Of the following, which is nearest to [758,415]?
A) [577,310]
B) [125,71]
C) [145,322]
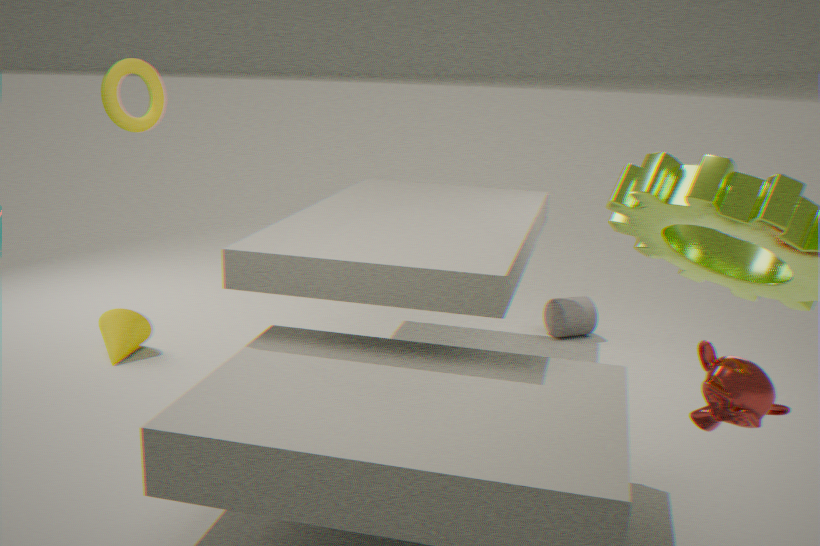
[577,310]
